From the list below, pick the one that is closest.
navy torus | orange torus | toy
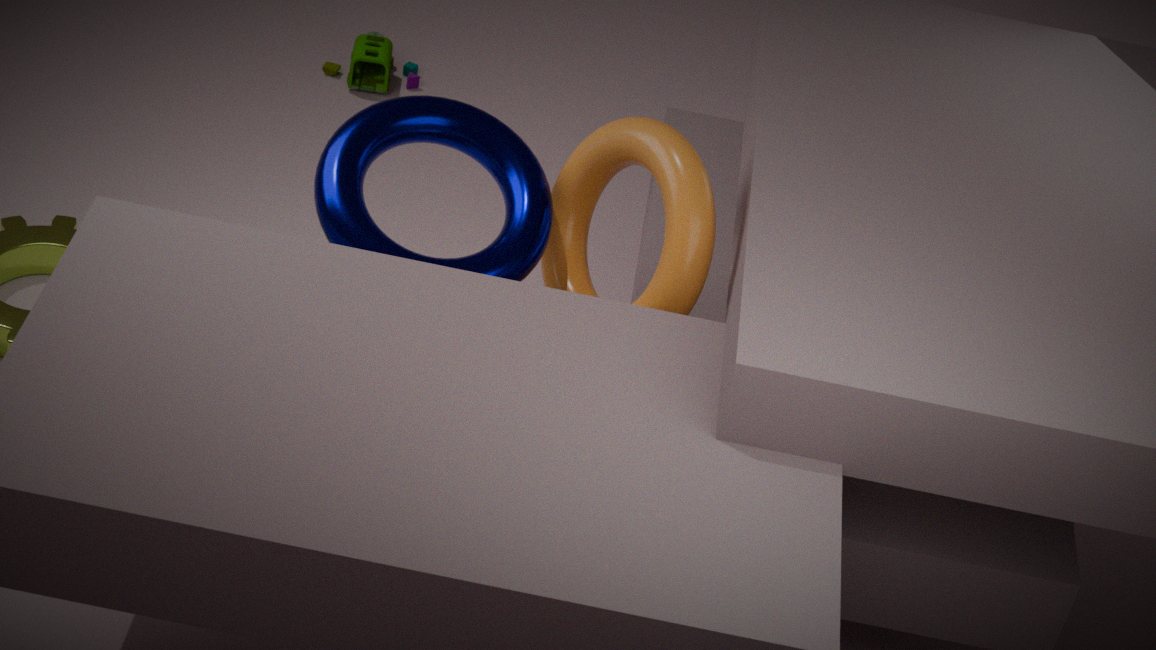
orange torus
